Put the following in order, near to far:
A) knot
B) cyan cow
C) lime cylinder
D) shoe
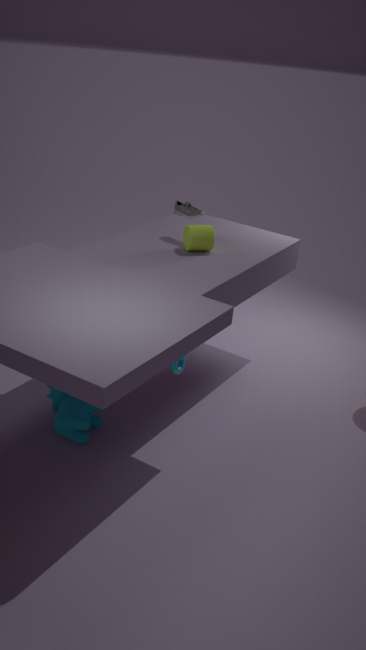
knot → cyan cow → lime cylinder → shoe
